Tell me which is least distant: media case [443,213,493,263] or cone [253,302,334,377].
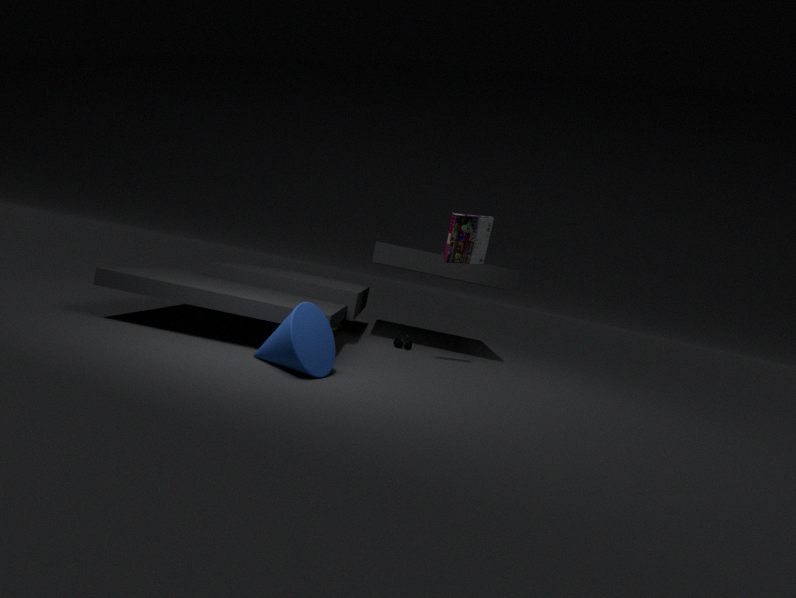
cone [253,302,334,377]
